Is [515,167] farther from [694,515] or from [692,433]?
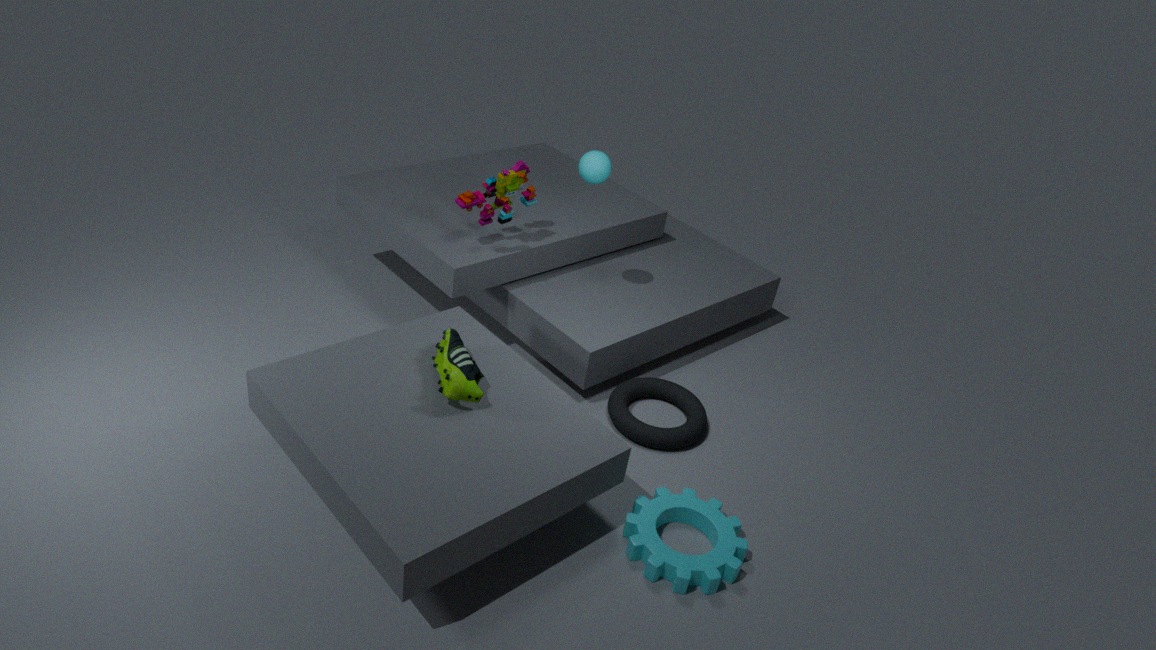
[694,515]
